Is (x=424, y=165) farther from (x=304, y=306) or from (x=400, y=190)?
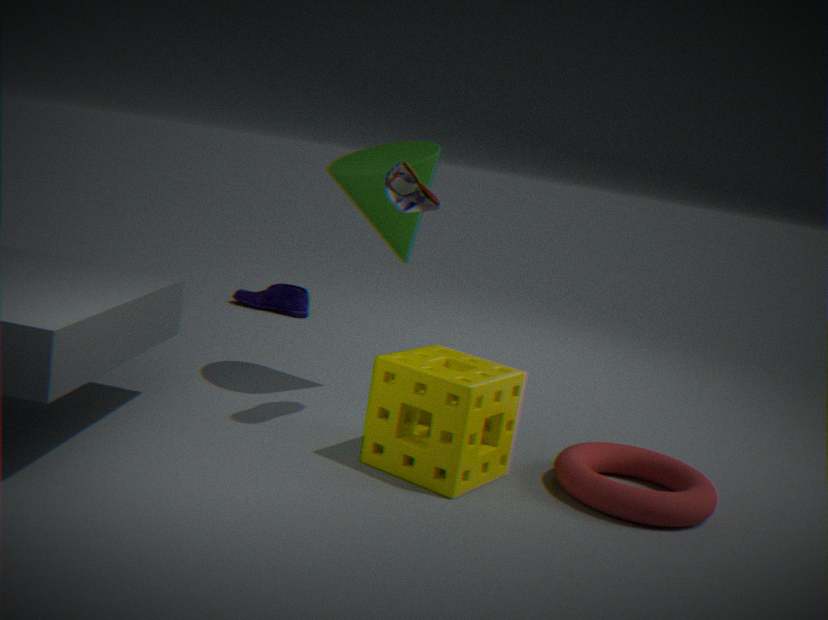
(x=304, y=306)
